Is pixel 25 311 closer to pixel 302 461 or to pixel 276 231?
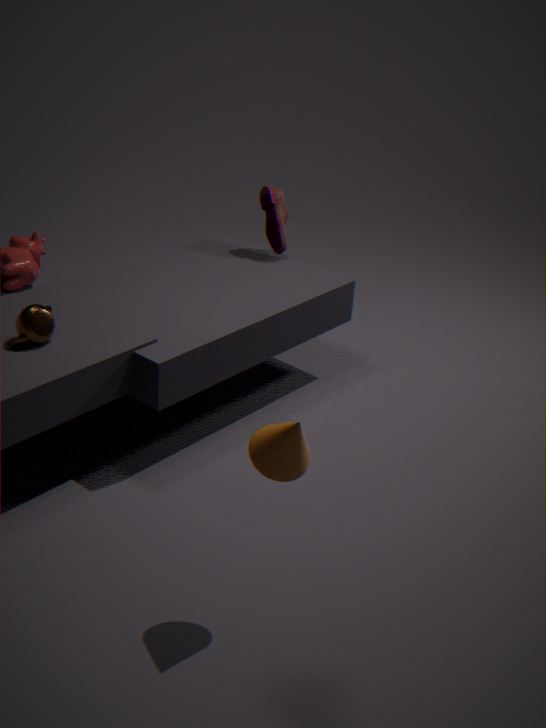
pixel 302 461
